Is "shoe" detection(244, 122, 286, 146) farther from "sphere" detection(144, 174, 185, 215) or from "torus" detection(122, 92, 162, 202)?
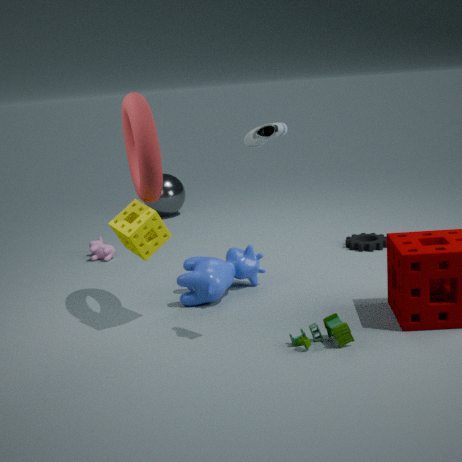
"sphere" detection(144, 174, 185, 215)
